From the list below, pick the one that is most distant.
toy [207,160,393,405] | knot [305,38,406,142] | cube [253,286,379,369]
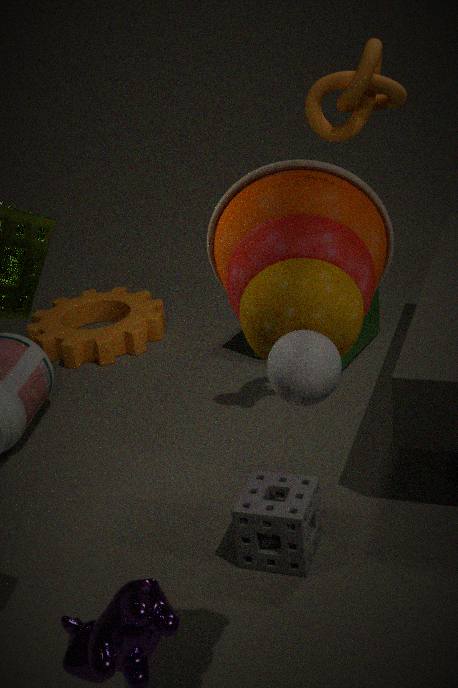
cube [253,286,379,369]
